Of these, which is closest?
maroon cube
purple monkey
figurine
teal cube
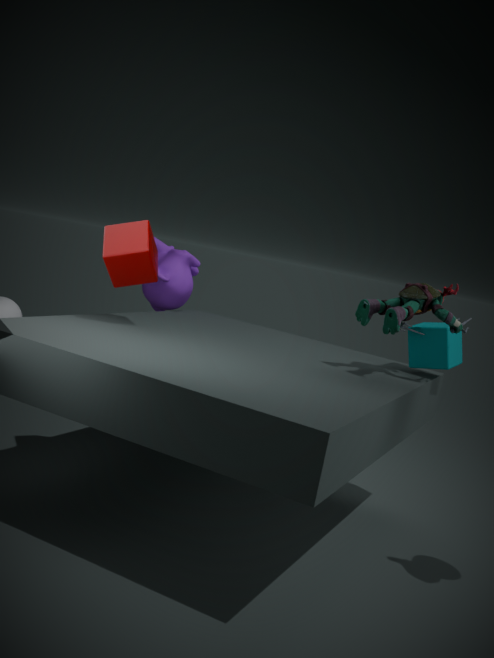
figurine
